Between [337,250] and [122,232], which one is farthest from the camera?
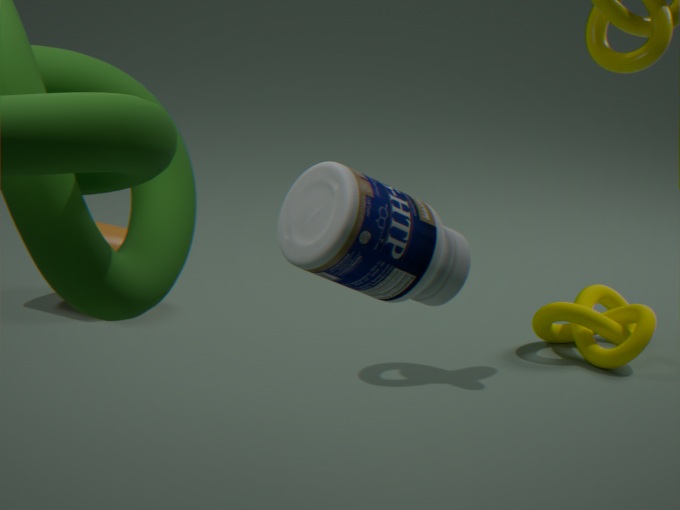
[122,232]
